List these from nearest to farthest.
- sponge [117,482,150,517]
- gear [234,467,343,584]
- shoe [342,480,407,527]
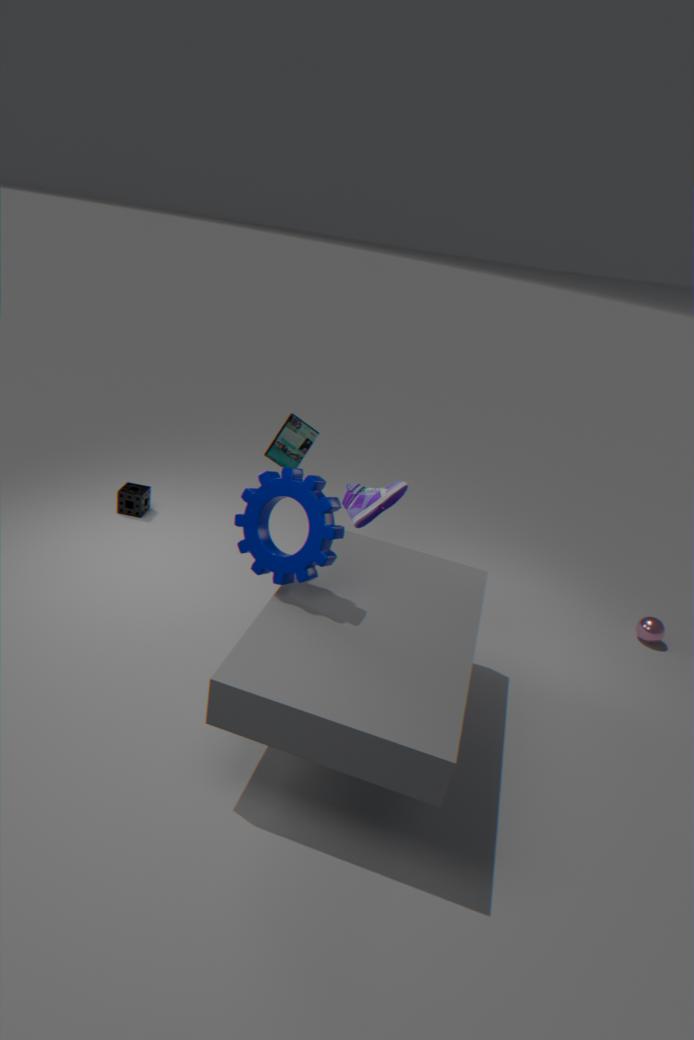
gear [234,467,343,584] < shoe [342,480,407,527] < sponge [117,482,150,517]
